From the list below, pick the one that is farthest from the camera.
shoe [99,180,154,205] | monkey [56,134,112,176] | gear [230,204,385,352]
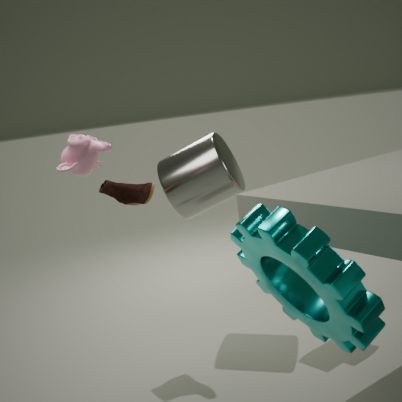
shoe [99,180,154,205]
